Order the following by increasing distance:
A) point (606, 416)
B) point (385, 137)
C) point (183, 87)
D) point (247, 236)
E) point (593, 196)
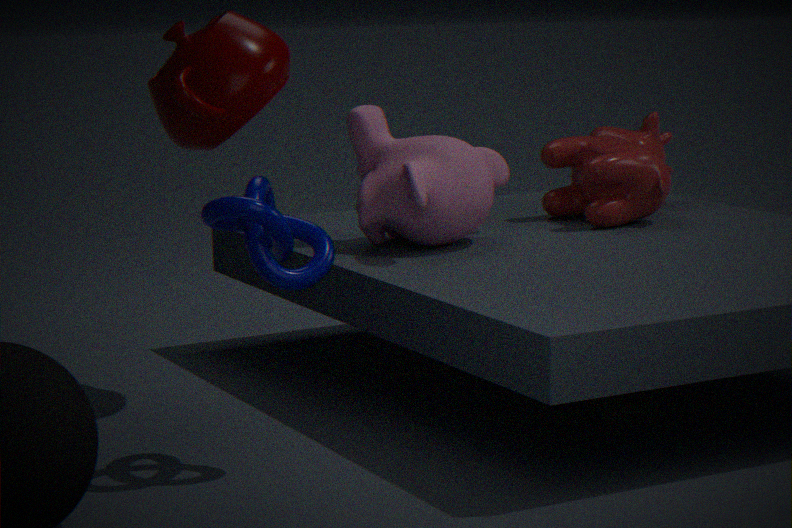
point (247, 236) < point (183, 87) < point (606, 416) < point (385, 137) < point (593, 196)
